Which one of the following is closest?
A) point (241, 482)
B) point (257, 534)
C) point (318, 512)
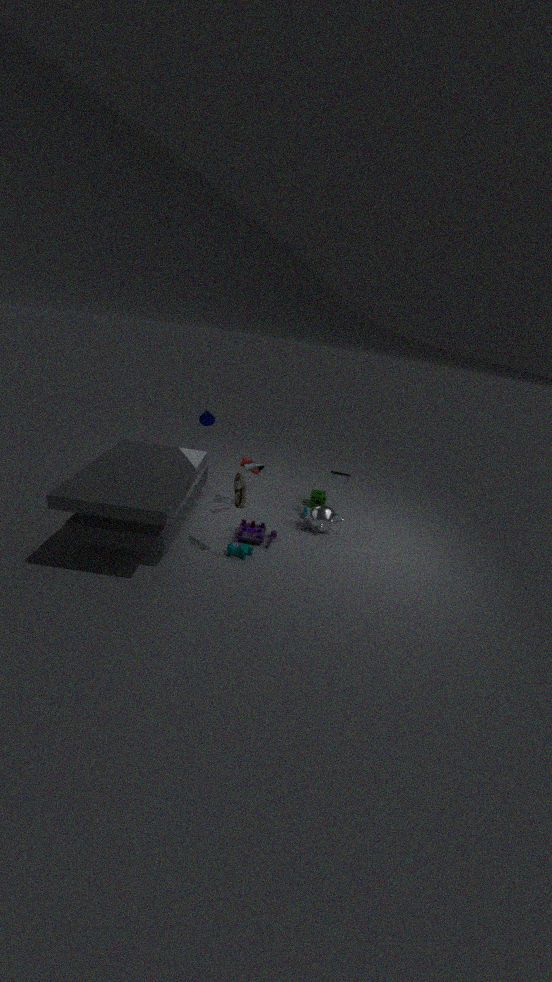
point (241, 482)
